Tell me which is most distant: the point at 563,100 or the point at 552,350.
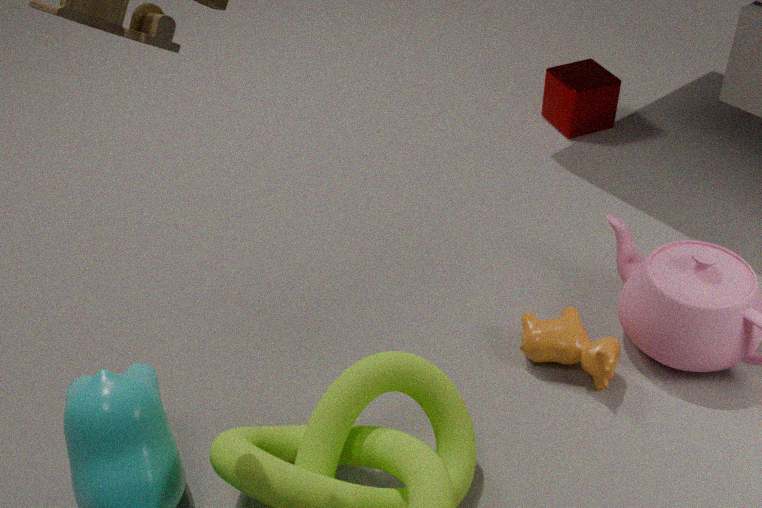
the point at 563,100
